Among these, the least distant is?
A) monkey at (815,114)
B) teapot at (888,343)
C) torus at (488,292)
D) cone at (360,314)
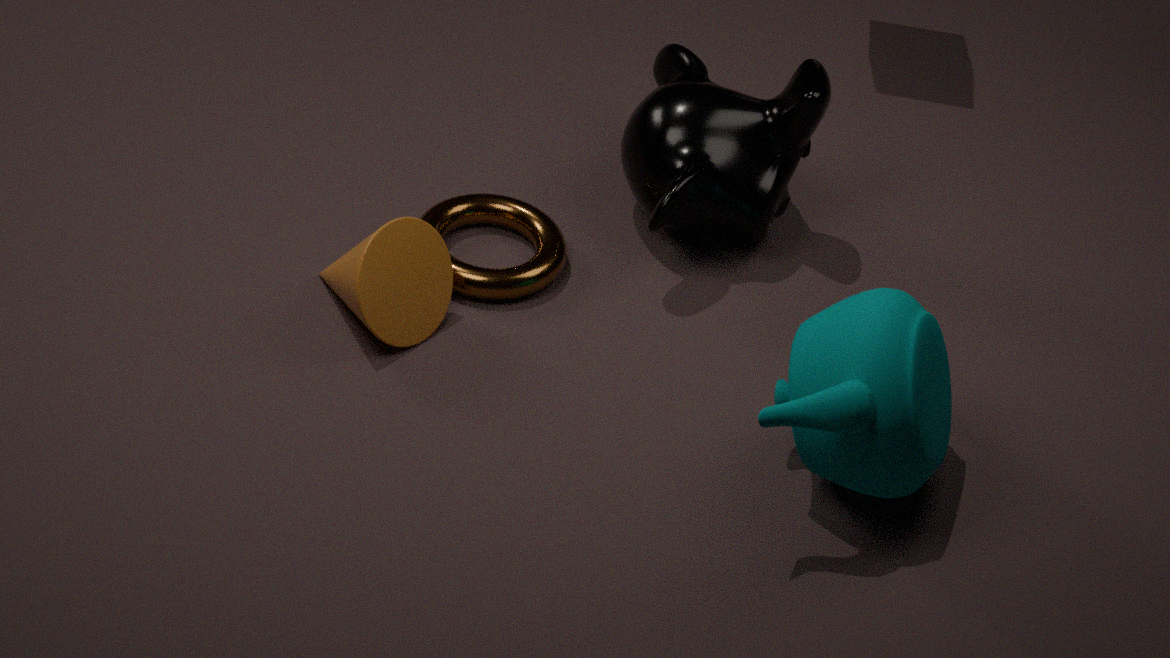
teapot at (888,343)
